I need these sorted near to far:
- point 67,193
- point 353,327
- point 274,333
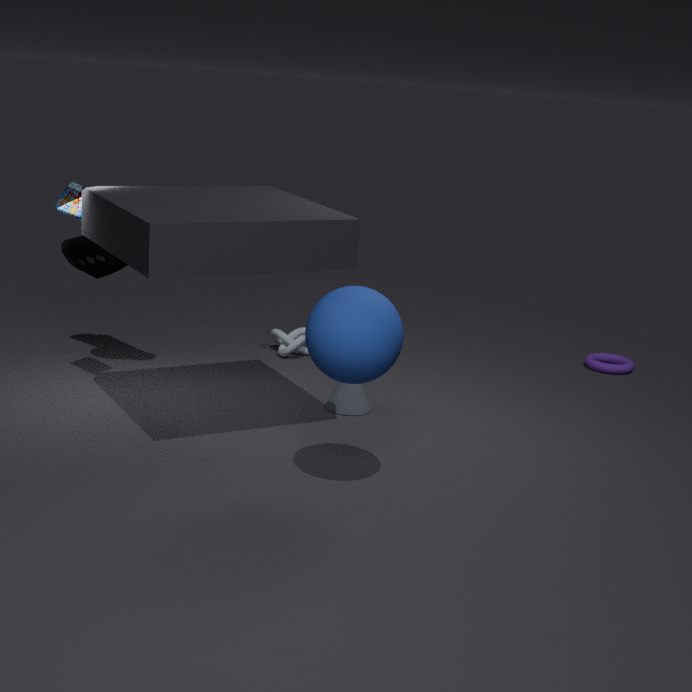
point 353,327 < point 67,193 < point 274,333
